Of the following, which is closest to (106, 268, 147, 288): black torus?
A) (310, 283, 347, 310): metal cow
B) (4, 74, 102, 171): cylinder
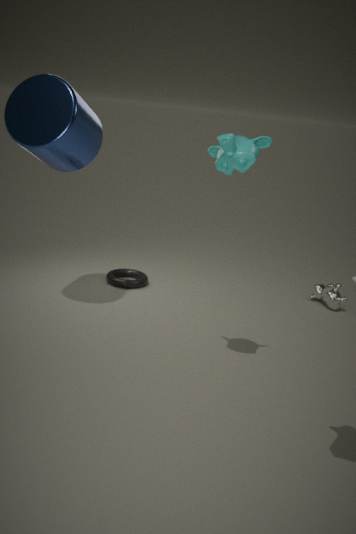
(4, 74, 102, 171): cylinder
